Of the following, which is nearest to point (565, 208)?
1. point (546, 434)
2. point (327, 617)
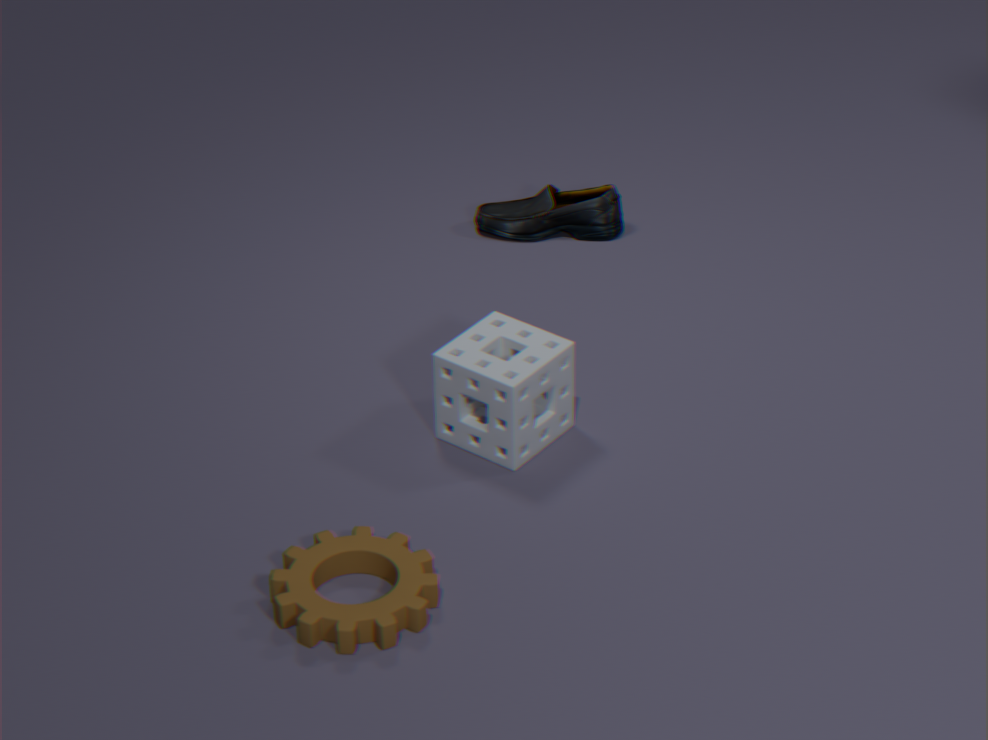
point (546, 434)
